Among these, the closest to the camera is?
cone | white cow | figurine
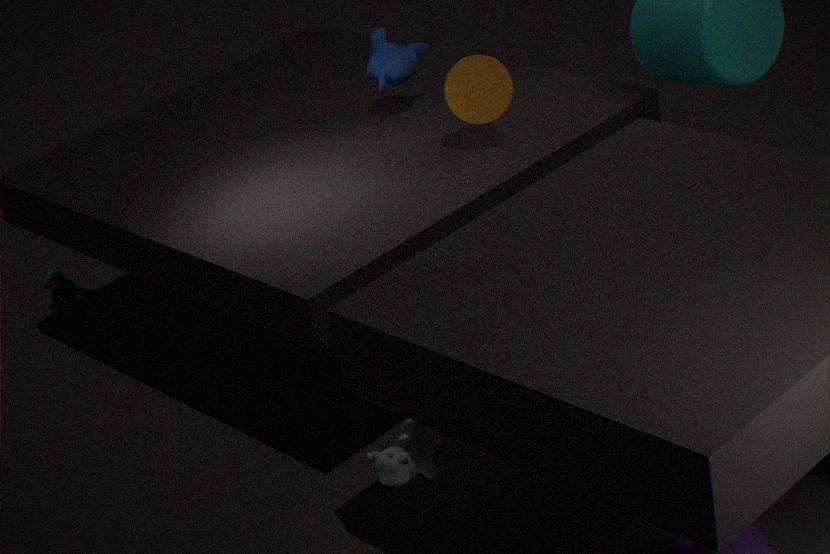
white cow
